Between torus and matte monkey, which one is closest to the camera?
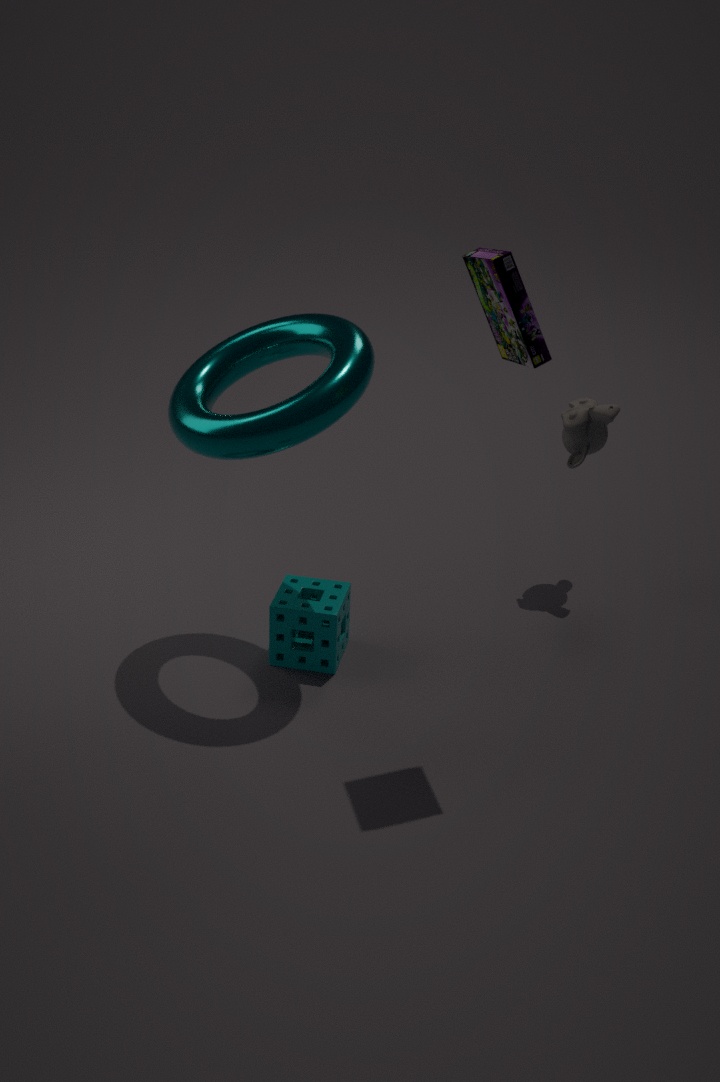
torus
